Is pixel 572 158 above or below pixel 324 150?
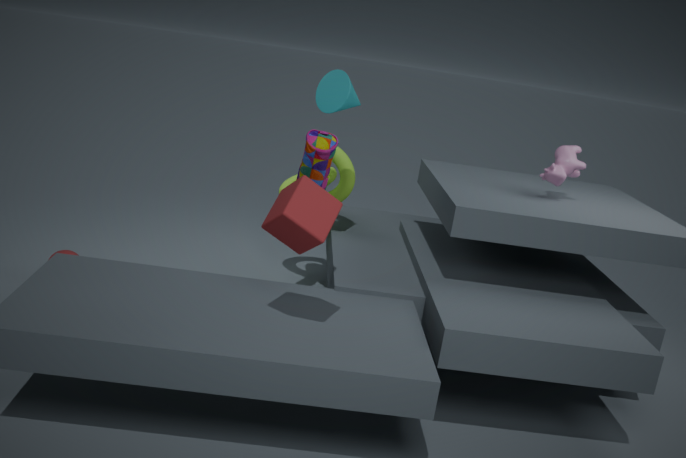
above
